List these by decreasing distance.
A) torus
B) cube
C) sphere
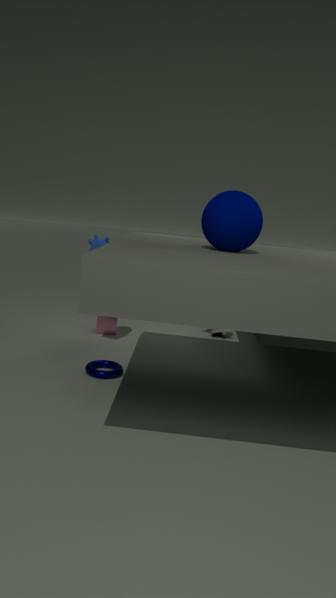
cube → torus → sphere
